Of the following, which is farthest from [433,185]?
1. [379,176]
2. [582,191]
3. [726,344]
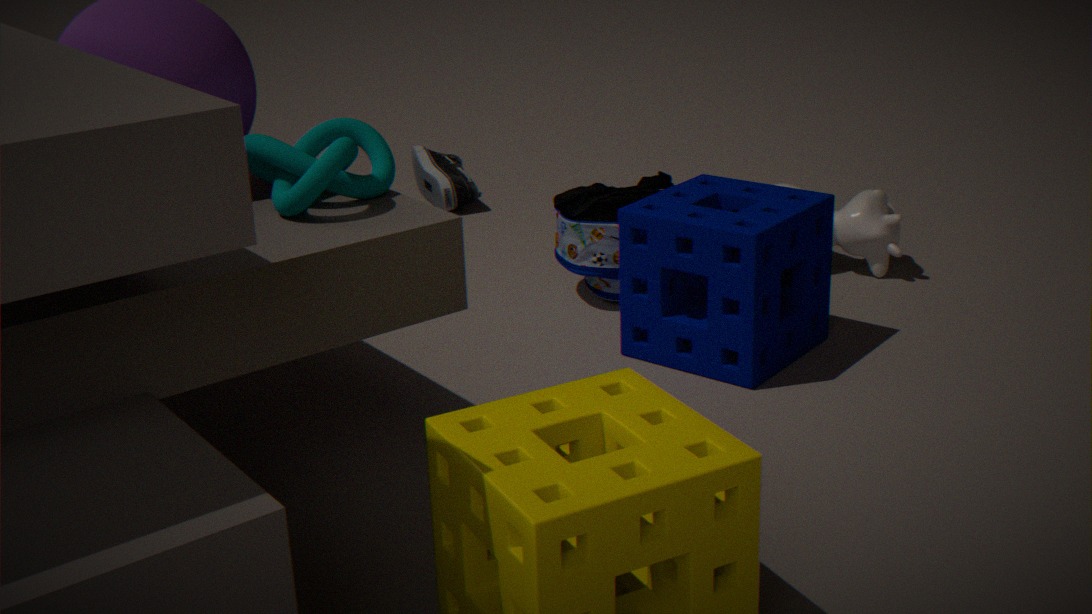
[379,176]
